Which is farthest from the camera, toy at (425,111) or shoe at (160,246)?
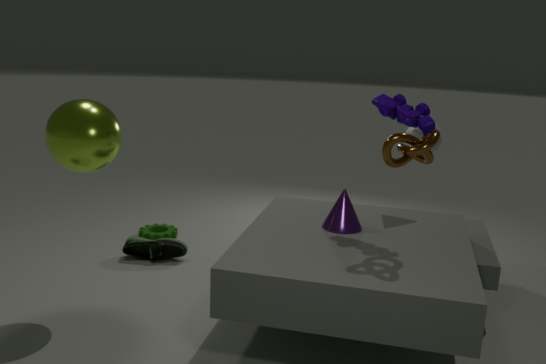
shoe at (160,246)
